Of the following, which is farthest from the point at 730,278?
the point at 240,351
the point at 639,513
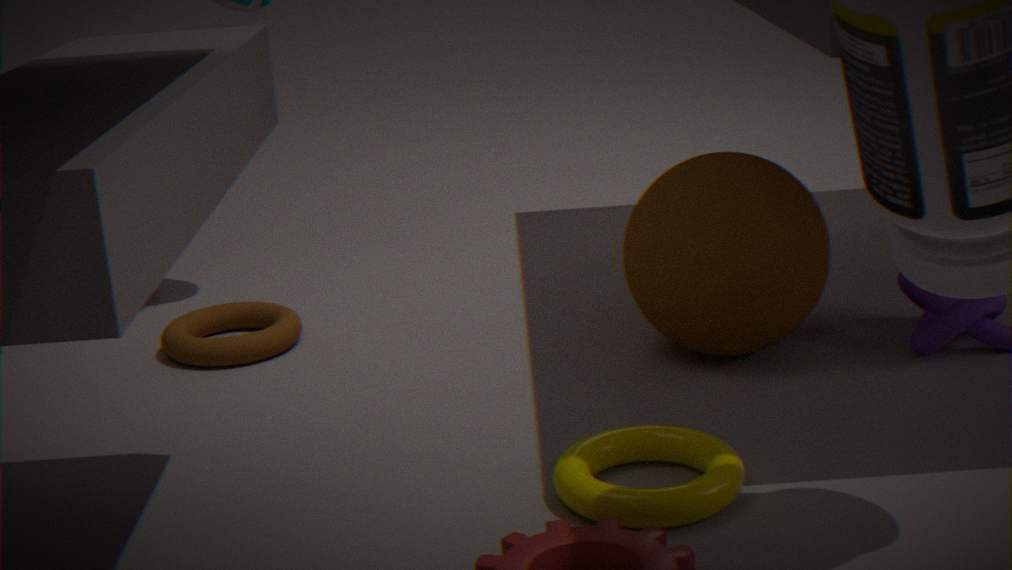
the point at 240,351
